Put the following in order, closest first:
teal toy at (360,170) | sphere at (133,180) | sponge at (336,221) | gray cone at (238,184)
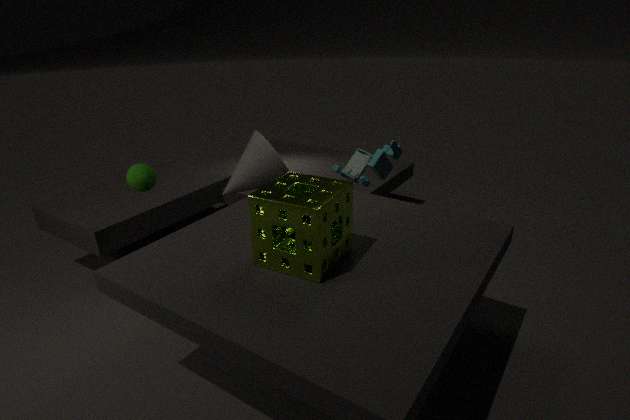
1. sponge at (336,221)
2. sphere at (133,180)
3. gray cone at (238,184)
4. teal toy at (360,170)
